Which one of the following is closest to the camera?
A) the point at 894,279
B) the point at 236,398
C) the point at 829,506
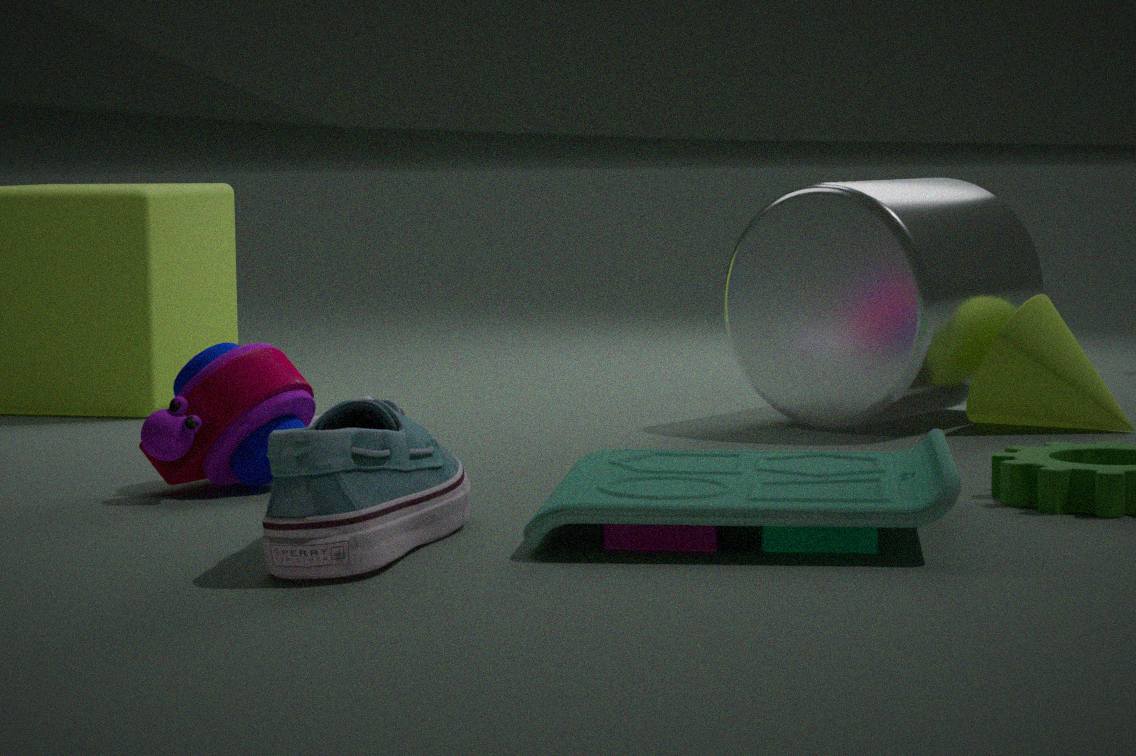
the point at 829,506
